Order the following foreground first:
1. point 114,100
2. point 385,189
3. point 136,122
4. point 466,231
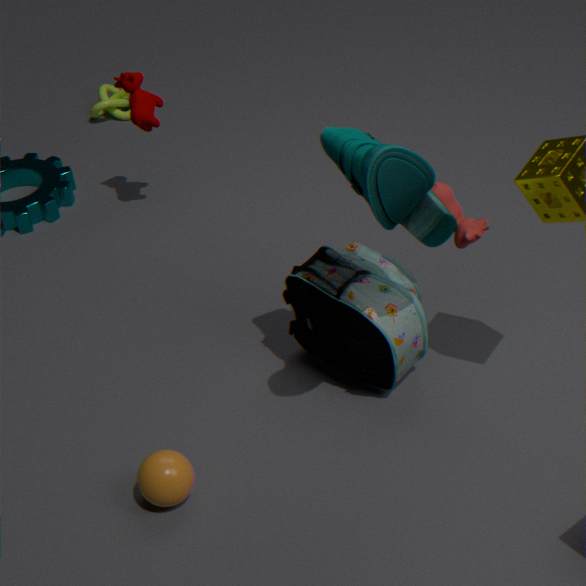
point 385,189 < point 466,231 < point 136,122 < point 114,100
